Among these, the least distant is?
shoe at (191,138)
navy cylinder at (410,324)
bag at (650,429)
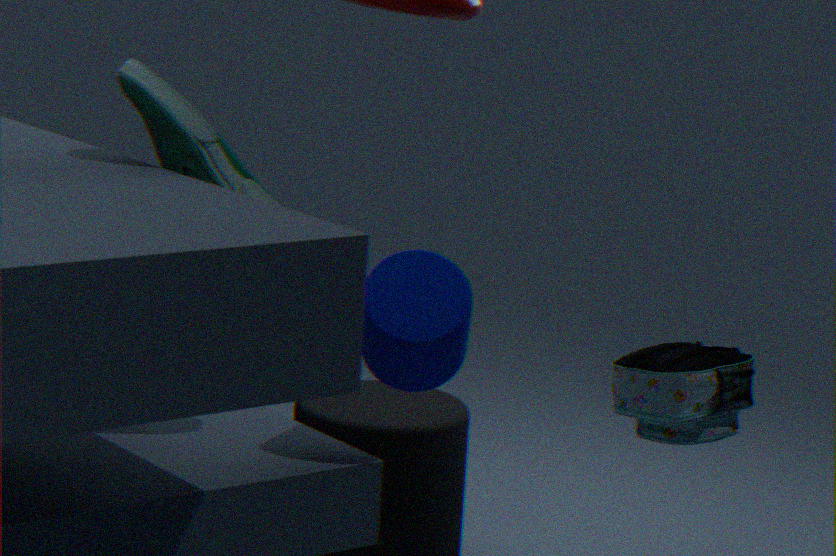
navy cylinder at (410,324)
